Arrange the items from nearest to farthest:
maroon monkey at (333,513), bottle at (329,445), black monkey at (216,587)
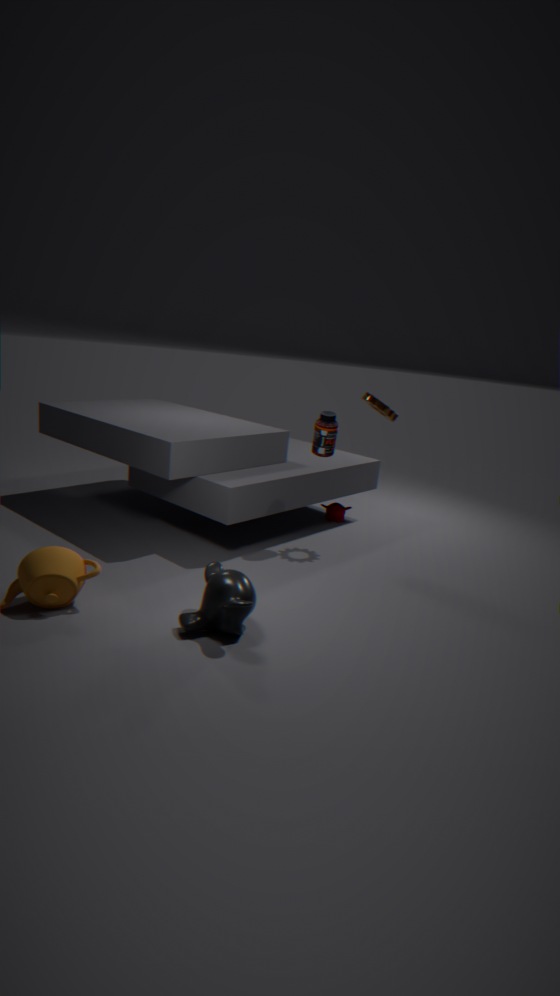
black monkey at (216,587)
bottle at (329,445)
maroon monkey at (333,513)
